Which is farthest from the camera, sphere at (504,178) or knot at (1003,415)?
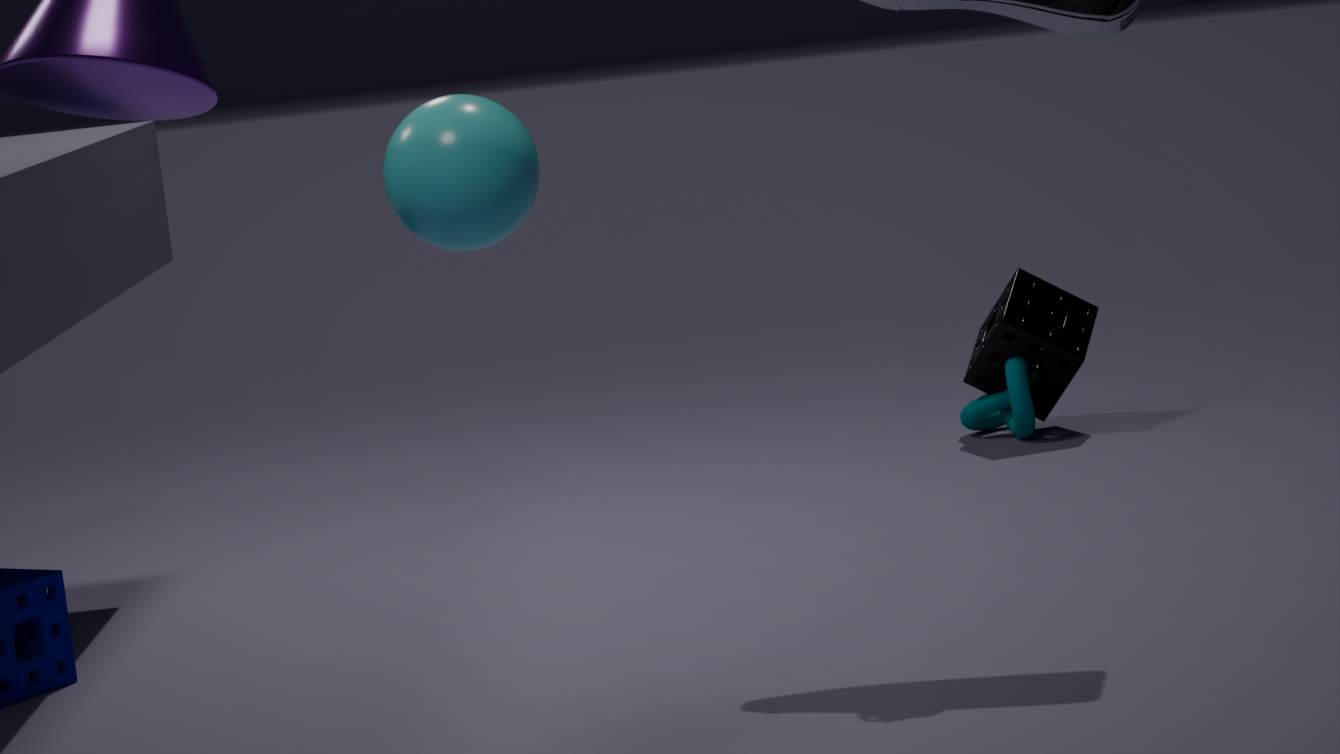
knot at (1003,415)
